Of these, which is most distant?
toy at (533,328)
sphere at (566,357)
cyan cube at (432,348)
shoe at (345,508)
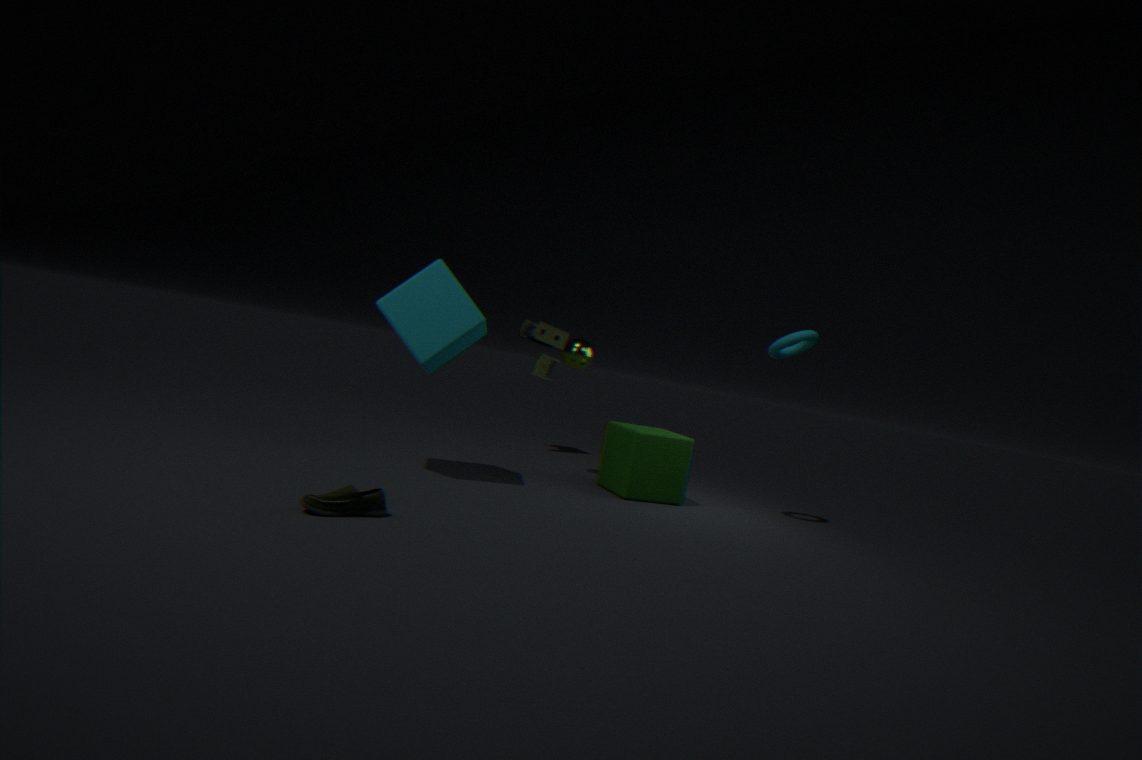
toy at (533,328)
